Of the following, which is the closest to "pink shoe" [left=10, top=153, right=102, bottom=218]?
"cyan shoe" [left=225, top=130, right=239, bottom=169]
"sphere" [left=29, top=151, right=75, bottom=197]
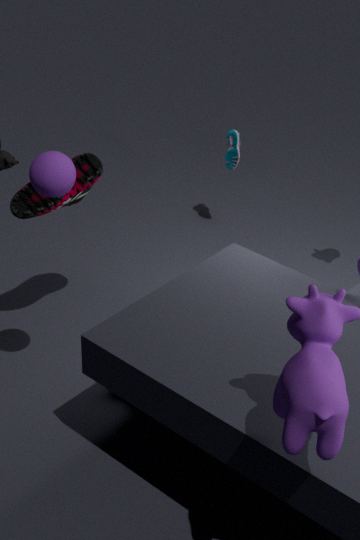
"sphere" [left=29, top=151, right=75, bottom=197]
